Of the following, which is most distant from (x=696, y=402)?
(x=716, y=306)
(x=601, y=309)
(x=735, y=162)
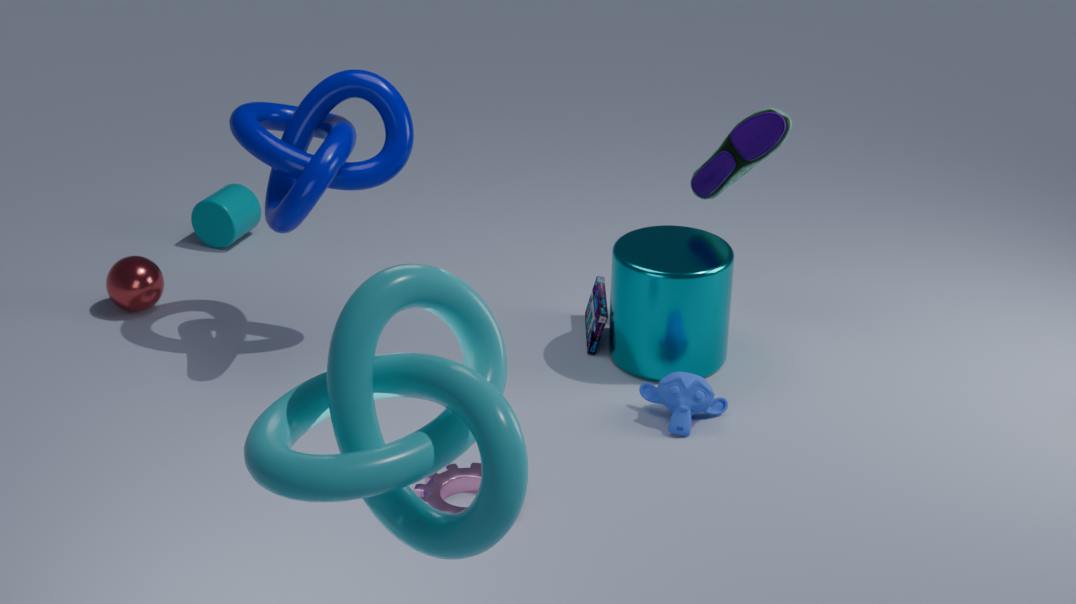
(x=735, y=162)
